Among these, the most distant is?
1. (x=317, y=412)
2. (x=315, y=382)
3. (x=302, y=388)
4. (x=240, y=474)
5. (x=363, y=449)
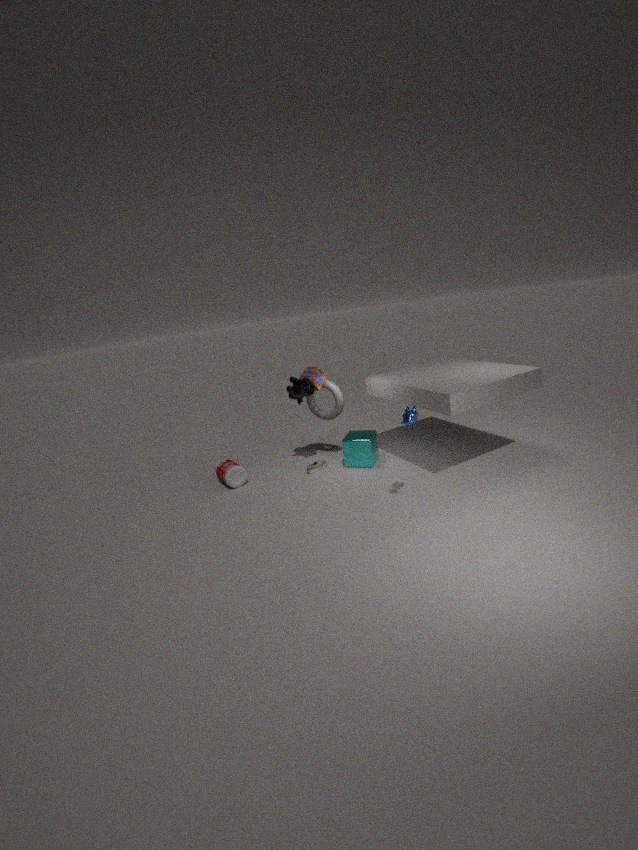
(x=317, y=412)
